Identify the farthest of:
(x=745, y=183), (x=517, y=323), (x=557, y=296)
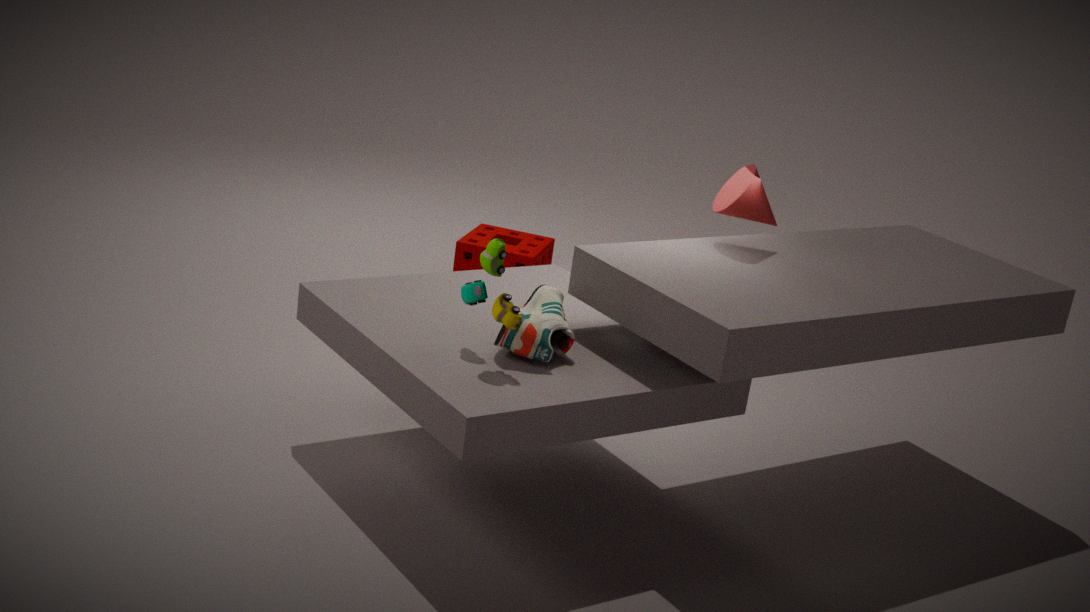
(x=745, y=183)
